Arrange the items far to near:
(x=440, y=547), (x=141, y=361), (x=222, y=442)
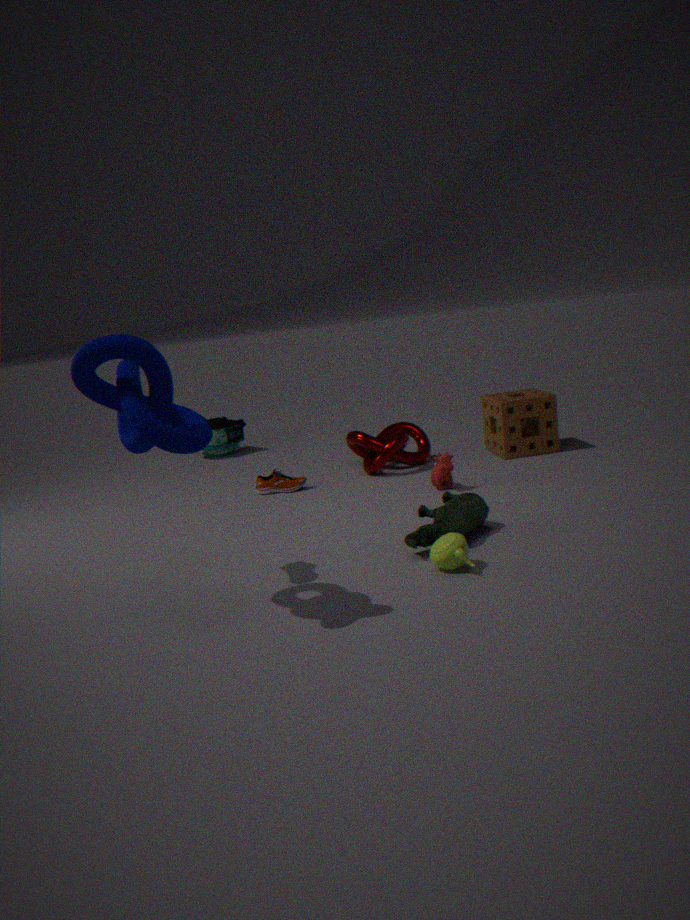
(x=222, y=442) → (x=440, y=547) → (x=141, y=361)
